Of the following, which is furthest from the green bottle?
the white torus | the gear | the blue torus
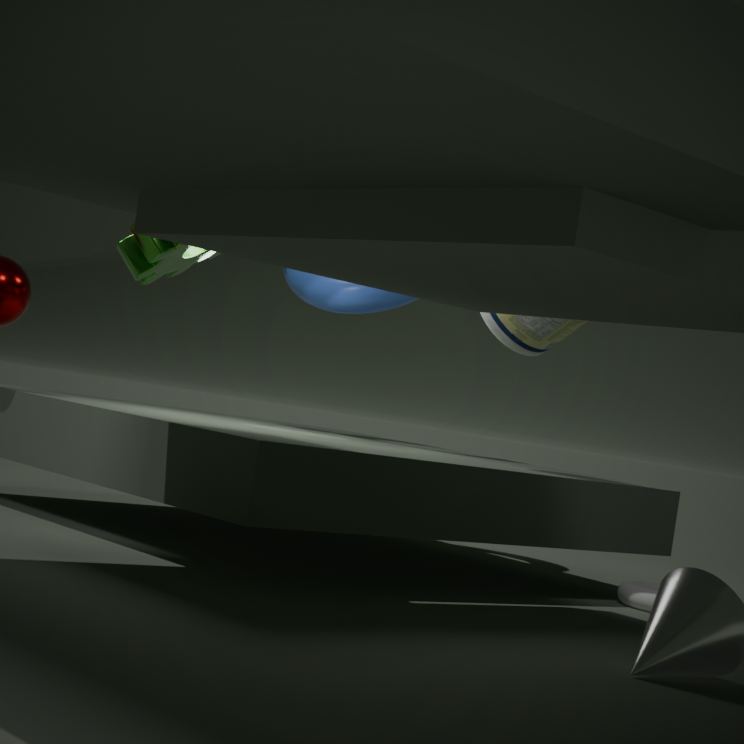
the white torus
